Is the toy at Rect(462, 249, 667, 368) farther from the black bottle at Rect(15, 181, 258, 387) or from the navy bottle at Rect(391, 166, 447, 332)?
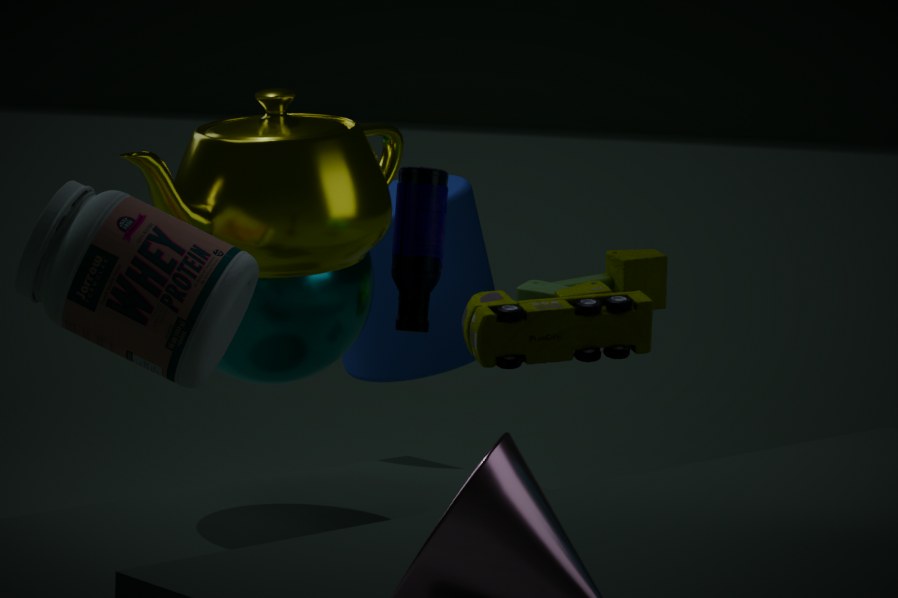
the navy bottle at Rect(391, 166, 447, 332)
